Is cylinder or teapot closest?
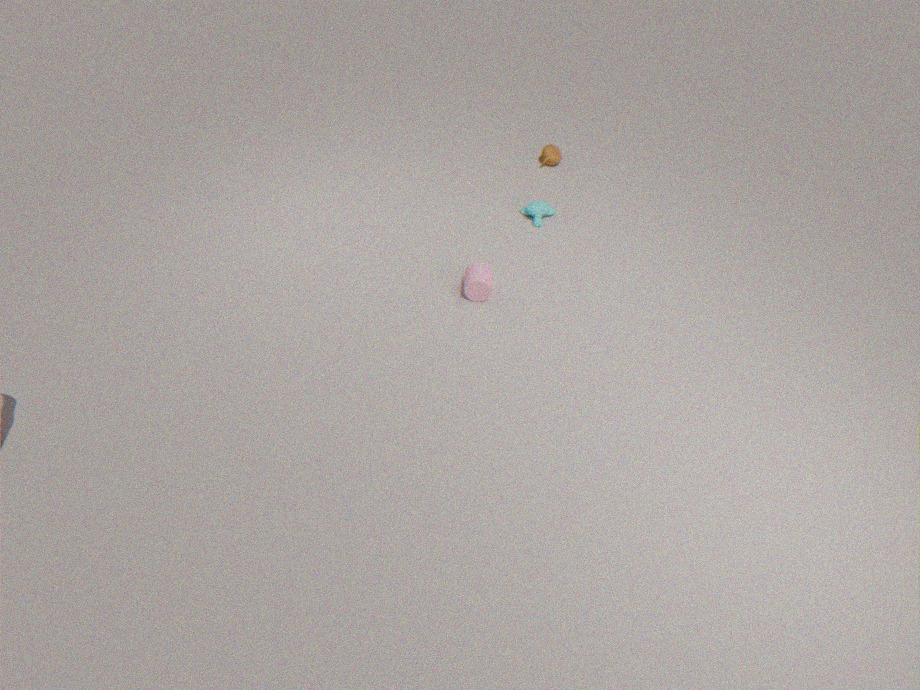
cylinder
